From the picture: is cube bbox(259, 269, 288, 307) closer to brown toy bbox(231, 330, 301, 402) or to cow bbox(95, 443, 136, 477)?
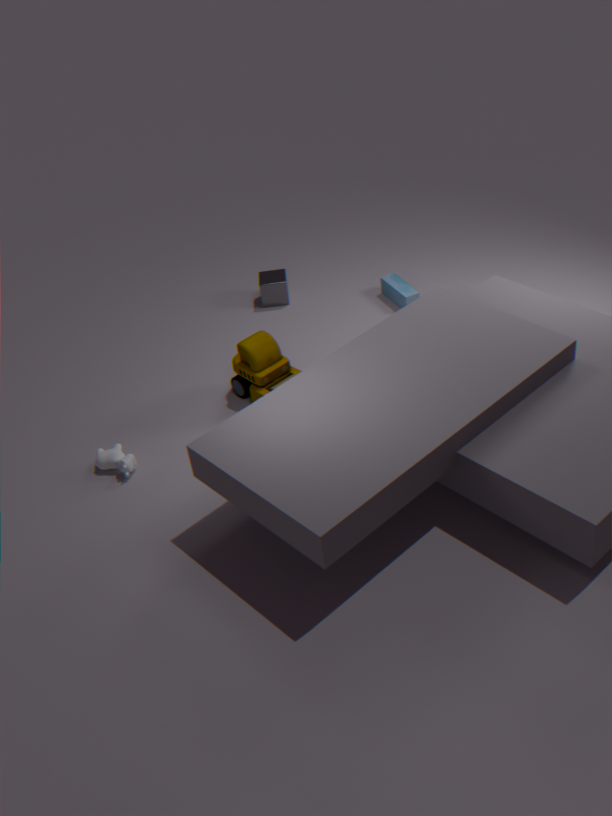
brown toy bbox(231, 330, 301, 402)
